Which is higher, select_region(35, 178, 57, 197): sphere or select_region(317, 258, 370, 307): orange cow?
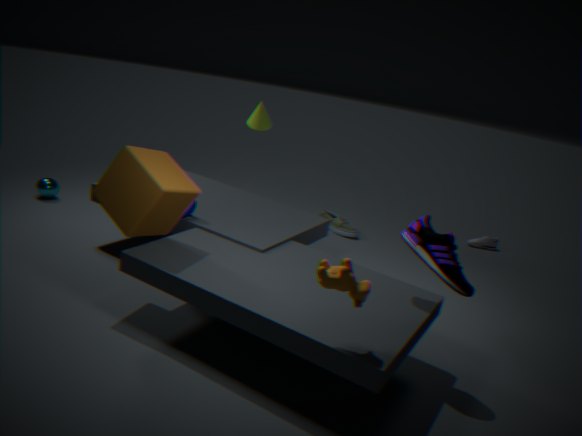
select_region(317, 258, 370, 307): orange cow
